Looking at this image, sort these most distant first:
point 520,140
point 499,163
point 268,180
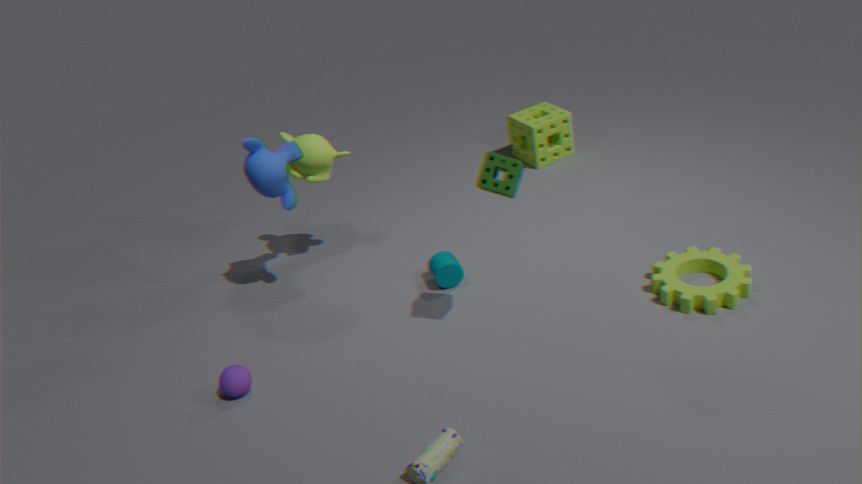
point 520,140 → point 268,180 → point 499,163
